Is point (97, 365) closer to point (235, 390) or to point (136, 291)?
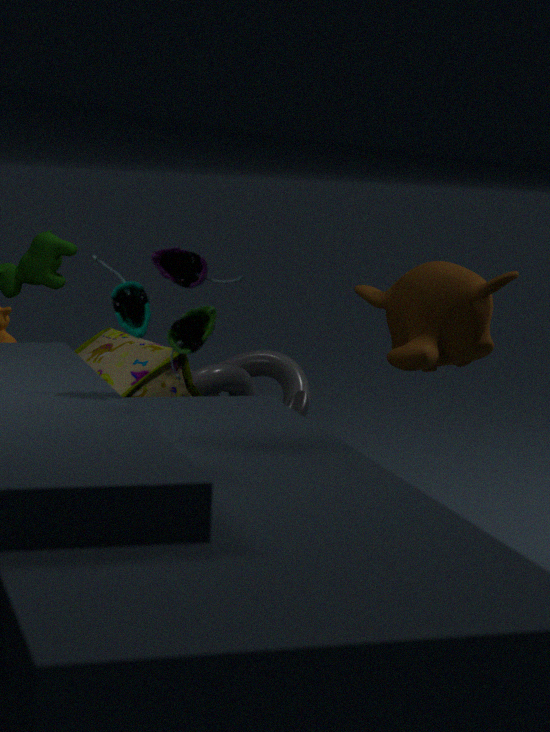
point (235, 390)
